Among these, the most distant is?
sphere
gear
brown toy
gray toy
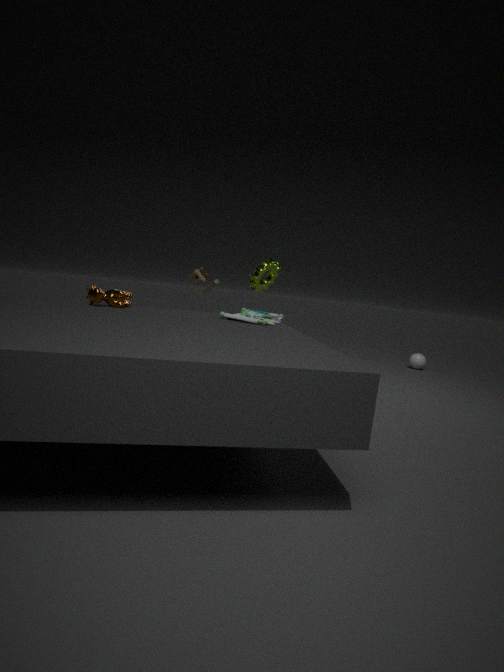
sphere
